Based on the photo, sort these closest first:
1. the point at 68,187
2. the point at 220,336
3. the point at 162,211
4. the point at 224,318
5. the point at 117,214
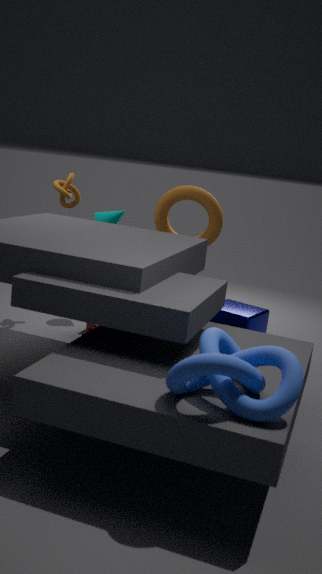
the point at 220,336 < the point at 224,318 < the point at 68,187 < the point at 162,211 < the point at 117,214
